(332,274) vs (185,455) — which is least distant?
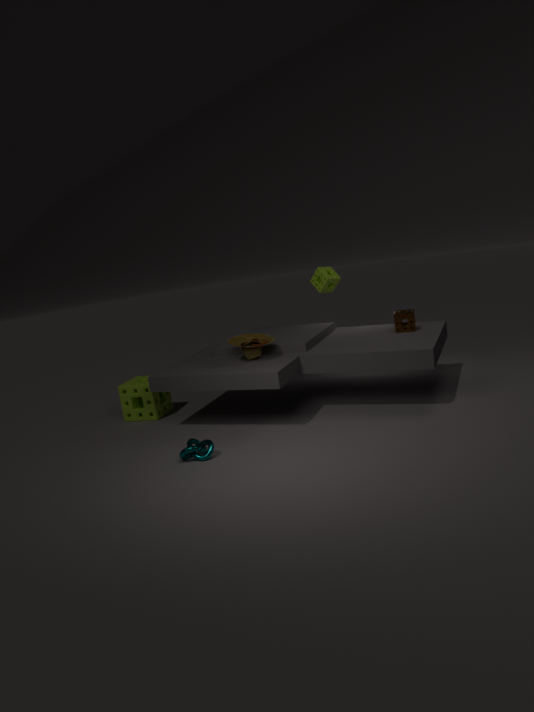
(185,455)
